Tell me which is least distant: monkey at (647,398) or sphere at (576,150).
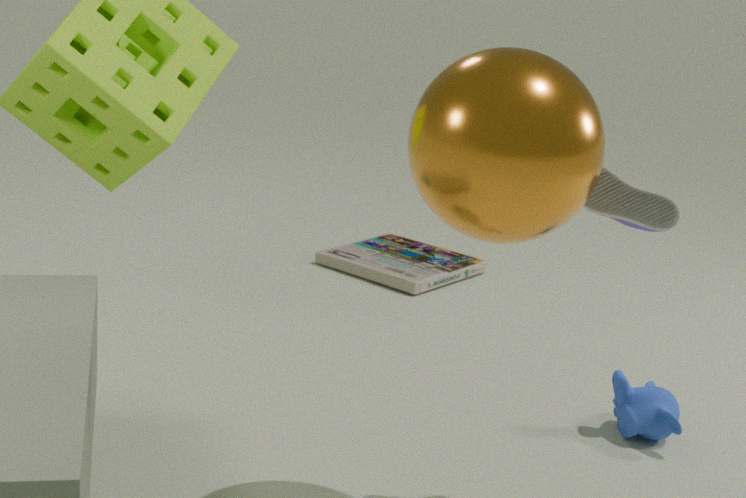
sphere at (576,150)
